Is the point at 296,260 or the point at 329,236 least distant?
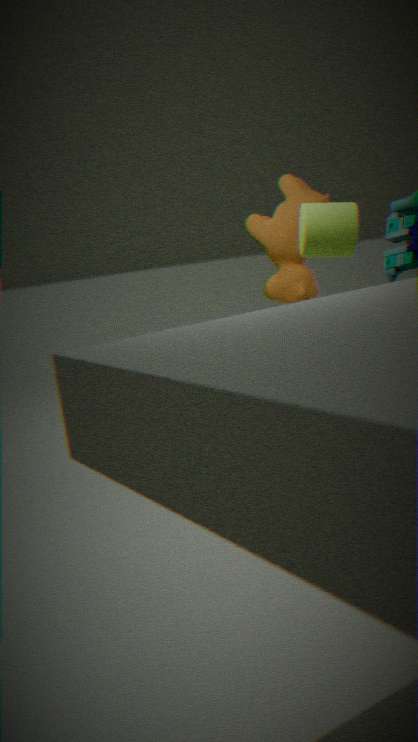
the point at 329,236
